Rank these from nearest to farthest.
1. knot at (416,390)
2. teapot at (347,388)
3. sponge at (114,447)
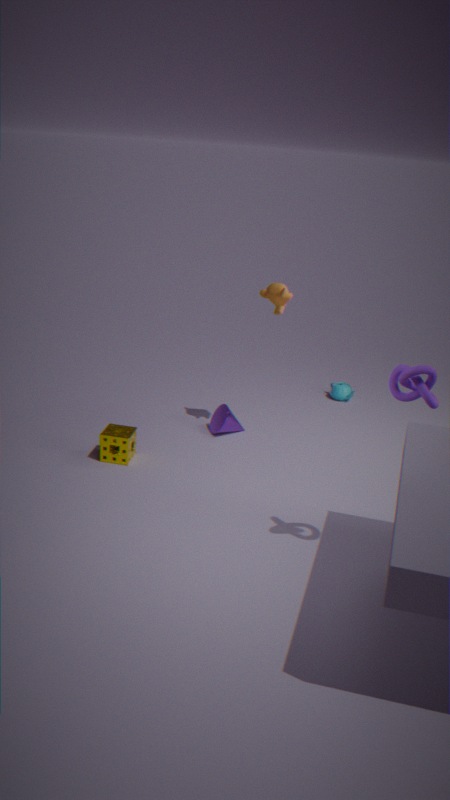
knot at (416,390)
sponge at (114,447)
teapot at (347,388)
